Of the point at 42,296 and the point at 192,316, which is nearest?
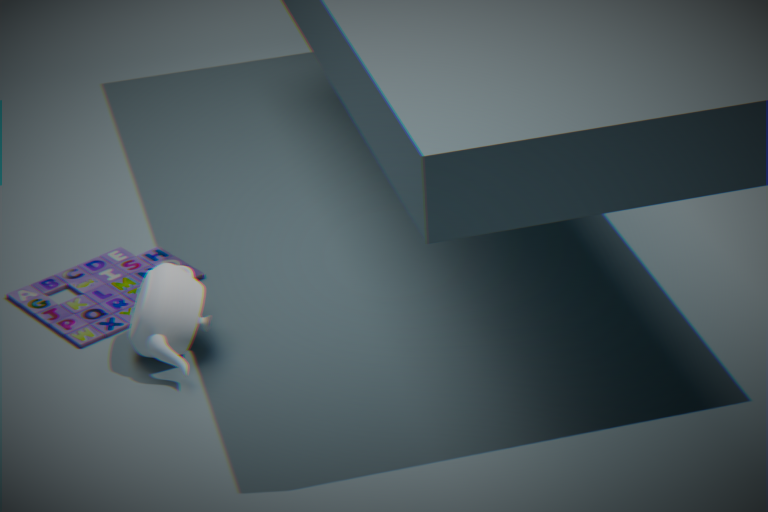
the point at 192,316
